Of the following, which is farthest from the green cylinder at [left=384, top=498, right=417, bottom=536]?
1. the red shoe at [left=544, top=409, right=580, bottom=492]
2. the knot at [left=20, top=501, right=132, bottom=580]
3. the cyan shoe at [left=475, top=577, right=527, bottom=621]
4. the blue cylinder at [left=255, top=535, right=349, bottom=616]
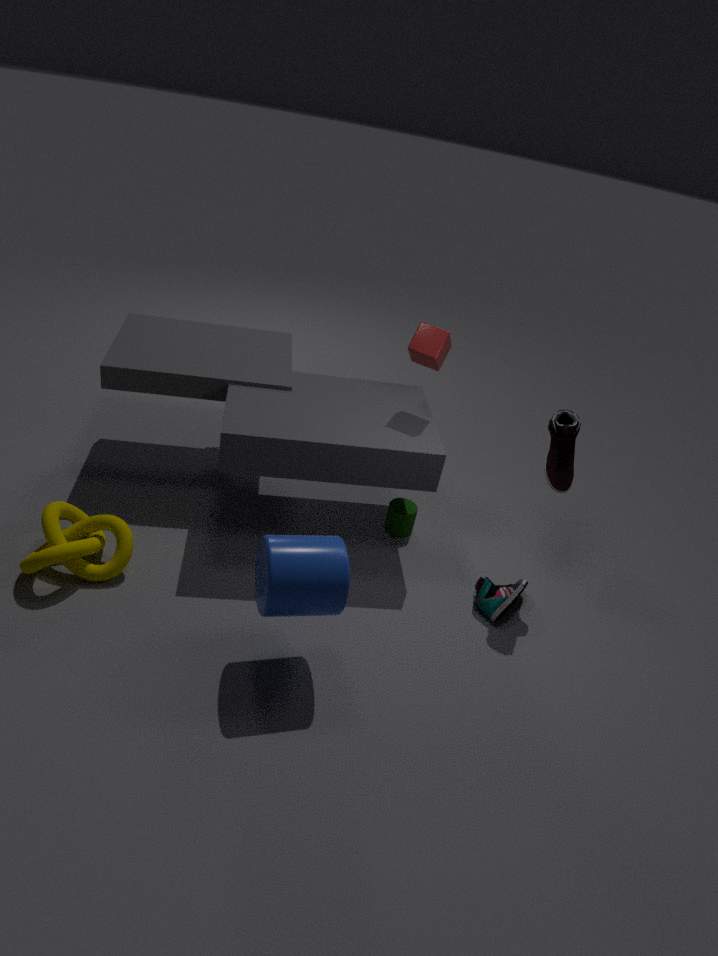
the knot at [left=20, top=501, right=132, bottom=580]
